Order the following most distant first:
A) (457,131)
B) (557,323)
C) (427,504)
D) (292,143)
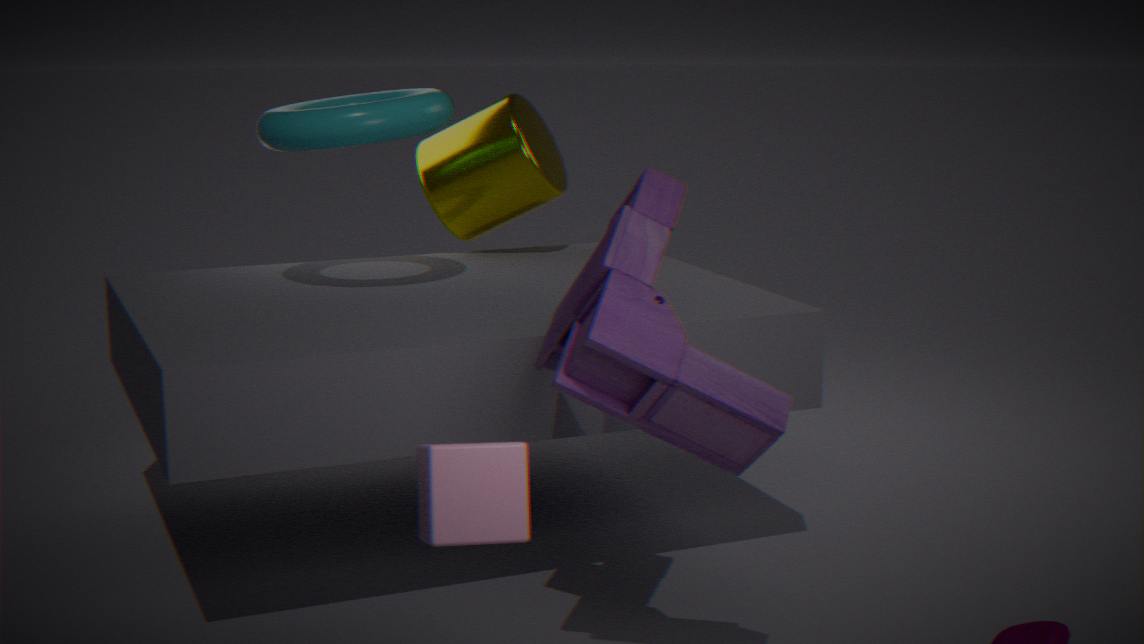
(457,131), (292,143), (557,323), (427,504)
